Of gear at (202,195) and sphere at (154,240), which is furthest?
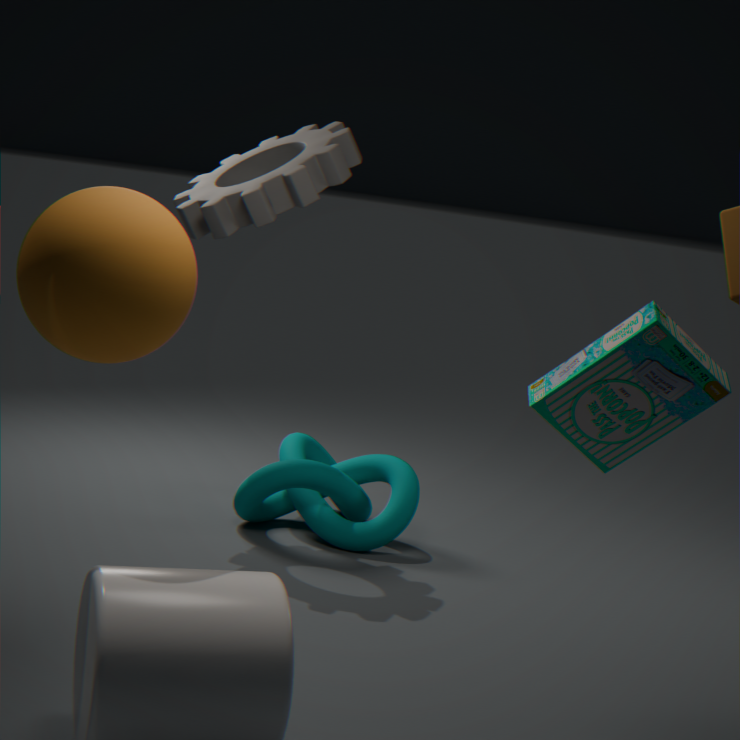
gear at (202,195)
